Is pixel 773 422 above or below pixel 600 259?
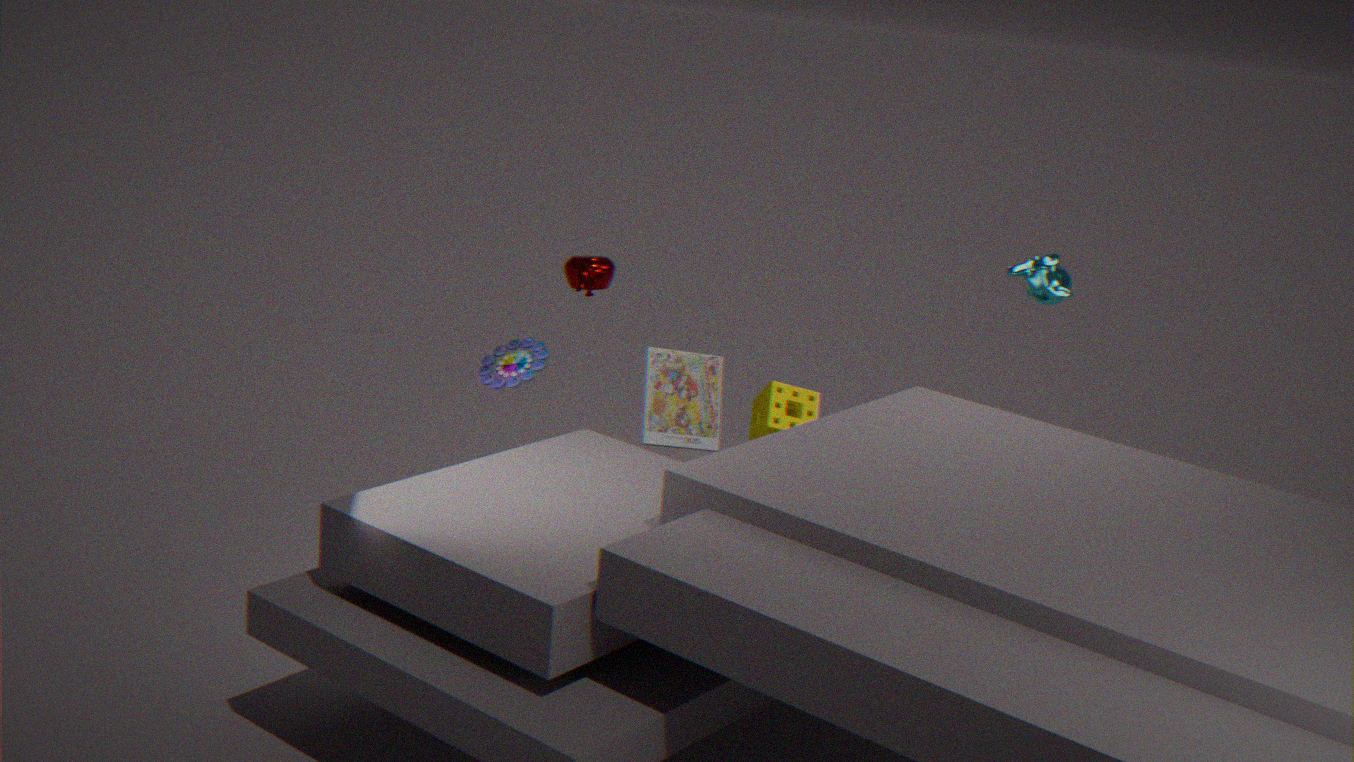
below
